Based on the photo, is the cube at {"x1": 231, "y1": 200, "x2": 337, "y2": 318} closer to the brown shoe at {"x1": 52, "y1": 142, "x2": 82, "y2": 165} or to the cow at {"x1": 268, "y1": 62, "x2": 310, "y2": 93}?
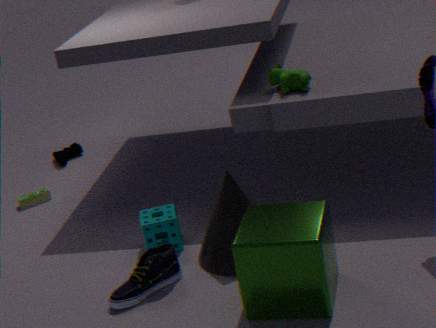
the cow at {"x1": 268, "y1": 62, "x2": 310, "y2": 93}
